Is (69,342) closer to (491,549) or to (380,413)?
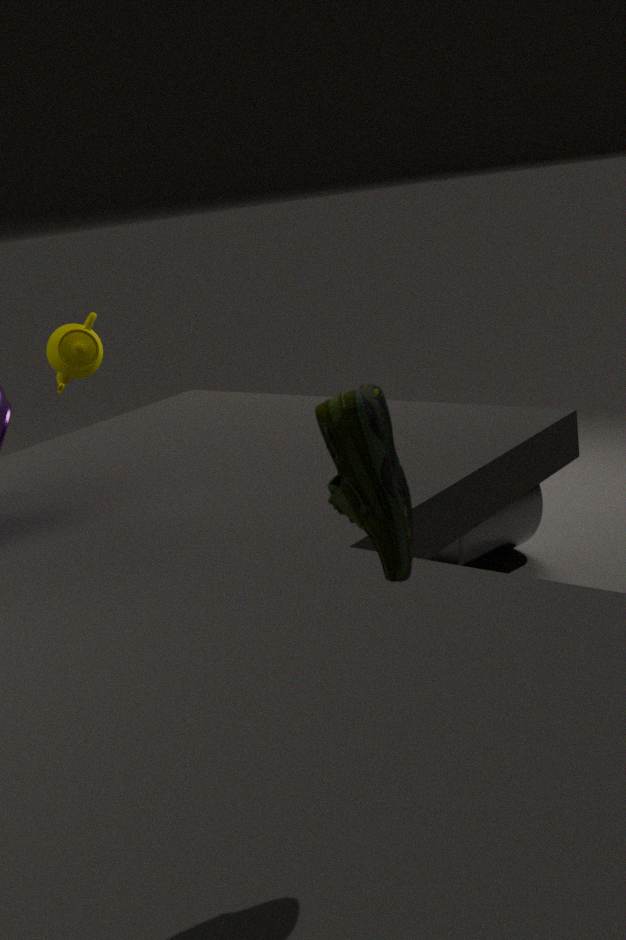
(491,549)
